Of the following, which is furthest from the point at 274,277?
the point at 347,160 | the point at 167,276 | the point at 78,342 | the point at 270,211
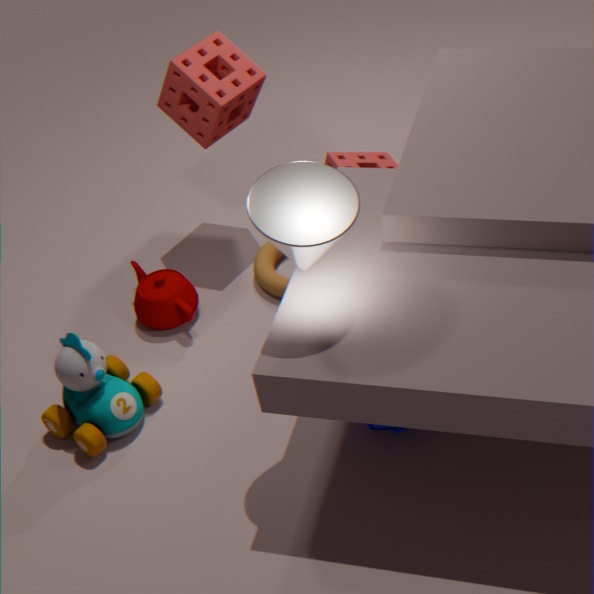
the point at 270,211
